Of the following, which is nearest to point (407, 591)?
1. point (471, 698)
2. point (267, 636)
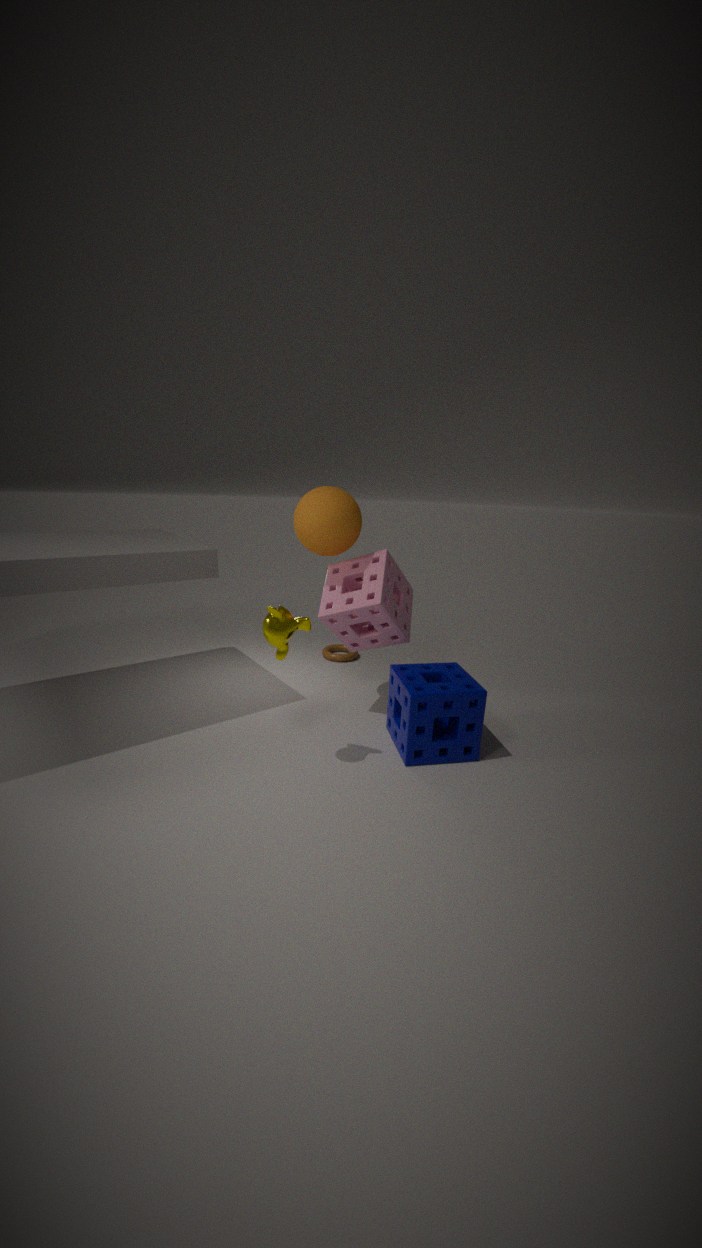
point (471, 698)
